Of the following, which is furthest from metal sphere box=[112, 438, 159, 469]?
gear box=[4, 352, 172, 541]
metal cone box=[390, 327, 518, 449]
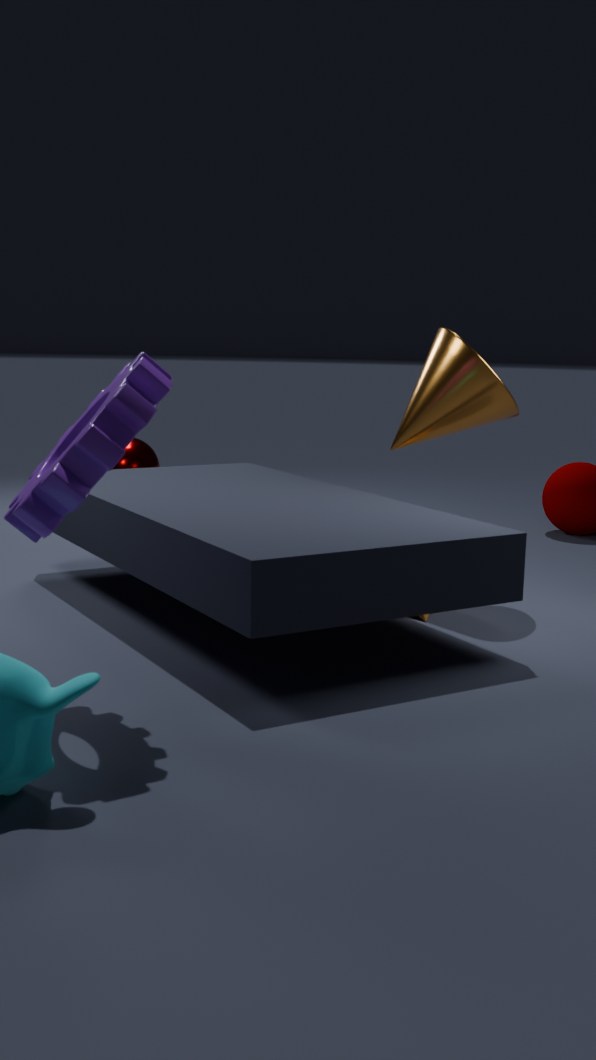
gear box=[4, 352, 172, 541]
